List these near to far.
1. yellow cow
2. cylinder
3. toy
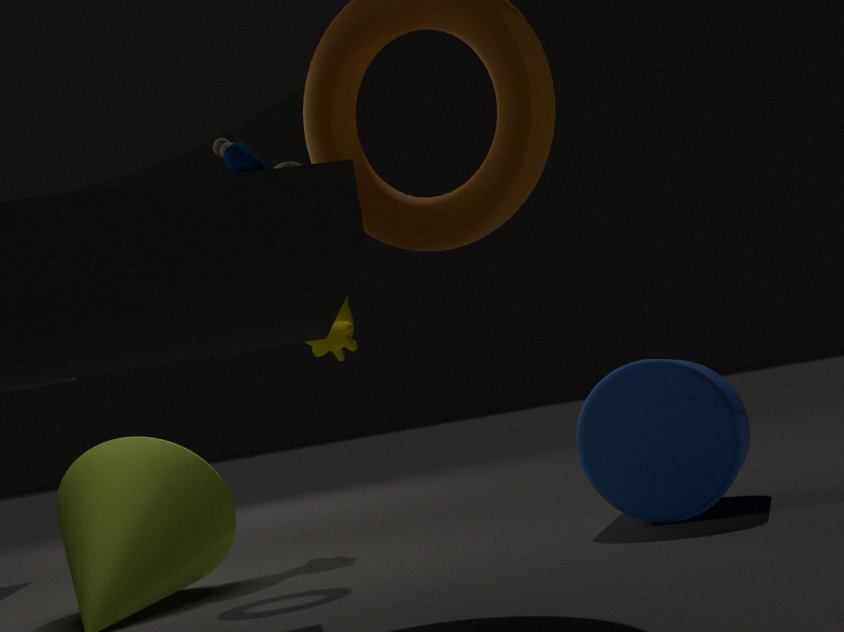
toy → cylinder → yellow cow
